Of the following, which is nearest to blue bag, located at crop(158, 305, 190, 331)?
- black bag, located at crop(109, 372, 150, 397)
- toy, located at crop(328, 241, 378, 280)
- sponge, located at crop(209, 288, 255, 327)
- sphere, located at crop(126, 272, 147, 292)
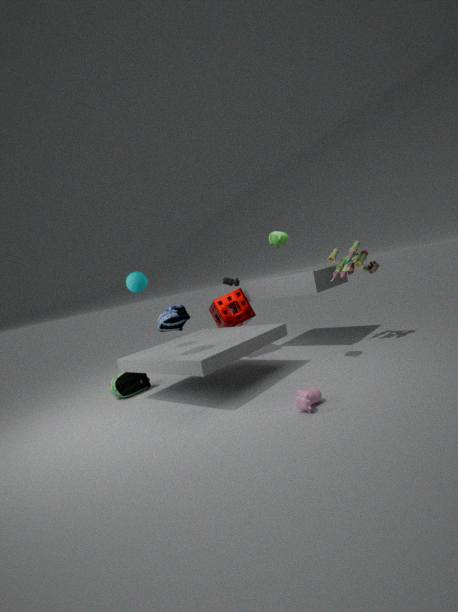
sphere, located at crop(126, 272, 147, 292)
